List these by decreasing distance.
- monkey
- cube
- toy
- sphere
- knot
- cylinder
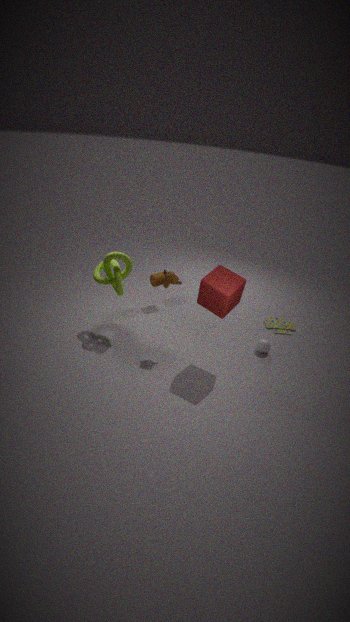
cylinder
toy
sphere
knot
monkey
cube
